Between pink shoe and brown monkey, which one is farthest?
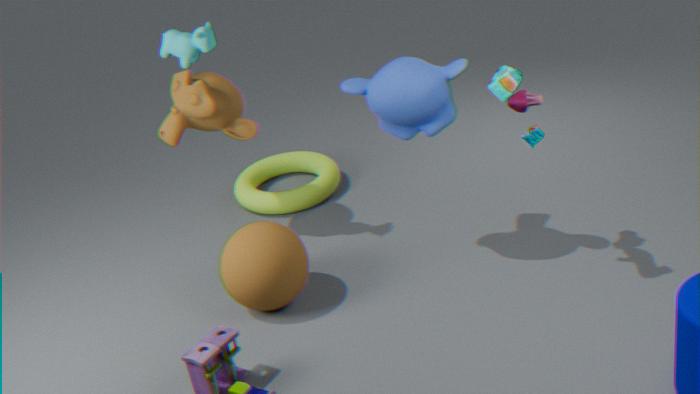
brown monkey
